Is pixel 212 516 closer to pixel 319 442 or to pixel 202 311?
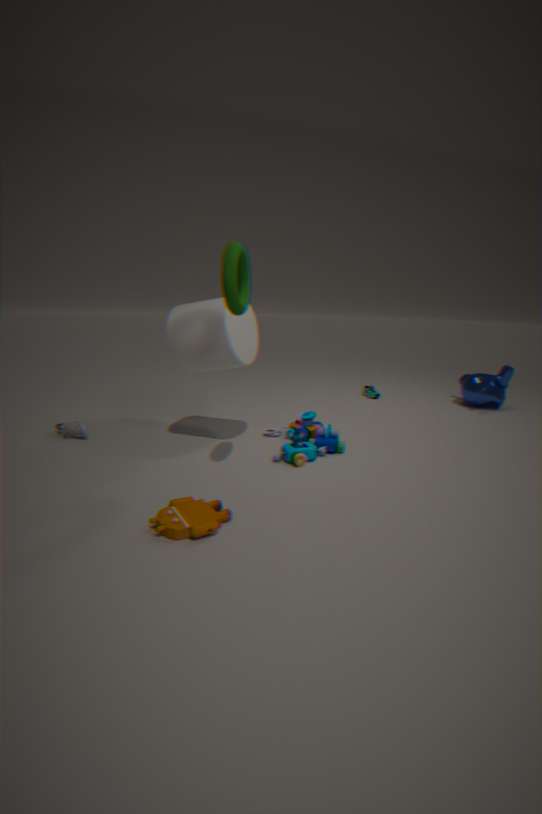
pixel 319 442
